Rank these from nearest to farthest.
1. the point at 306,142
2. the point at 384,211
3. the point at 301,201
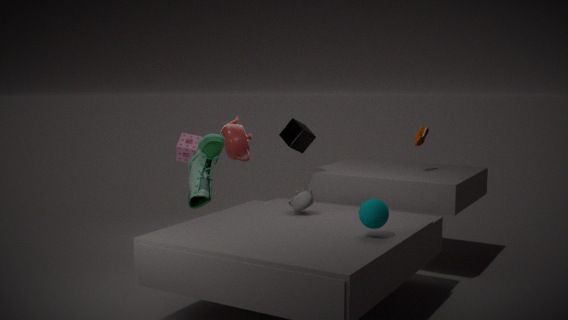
the point at 384,211, the point at 301,201, the point at 306,142
